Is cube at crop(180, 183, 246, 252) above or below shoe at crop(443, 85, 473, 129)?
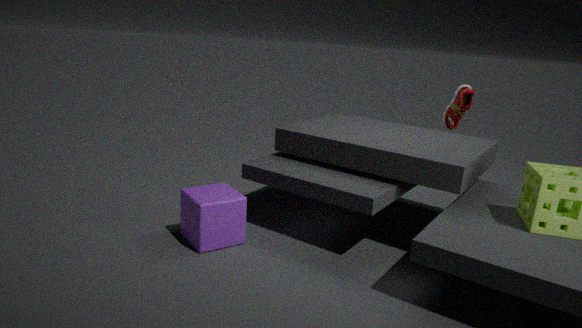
below
